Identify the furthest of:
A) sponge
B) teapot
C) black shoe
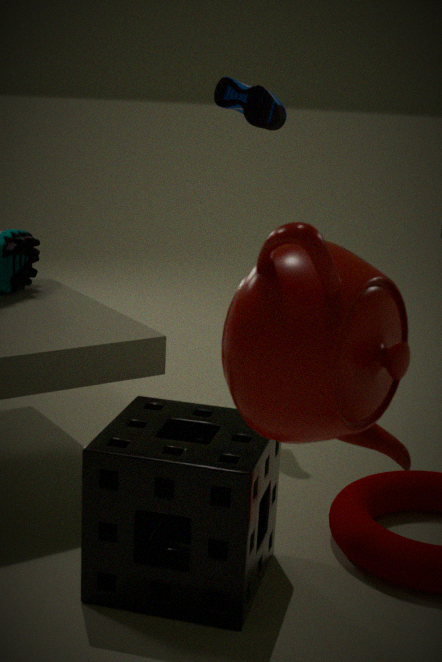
black shoe
